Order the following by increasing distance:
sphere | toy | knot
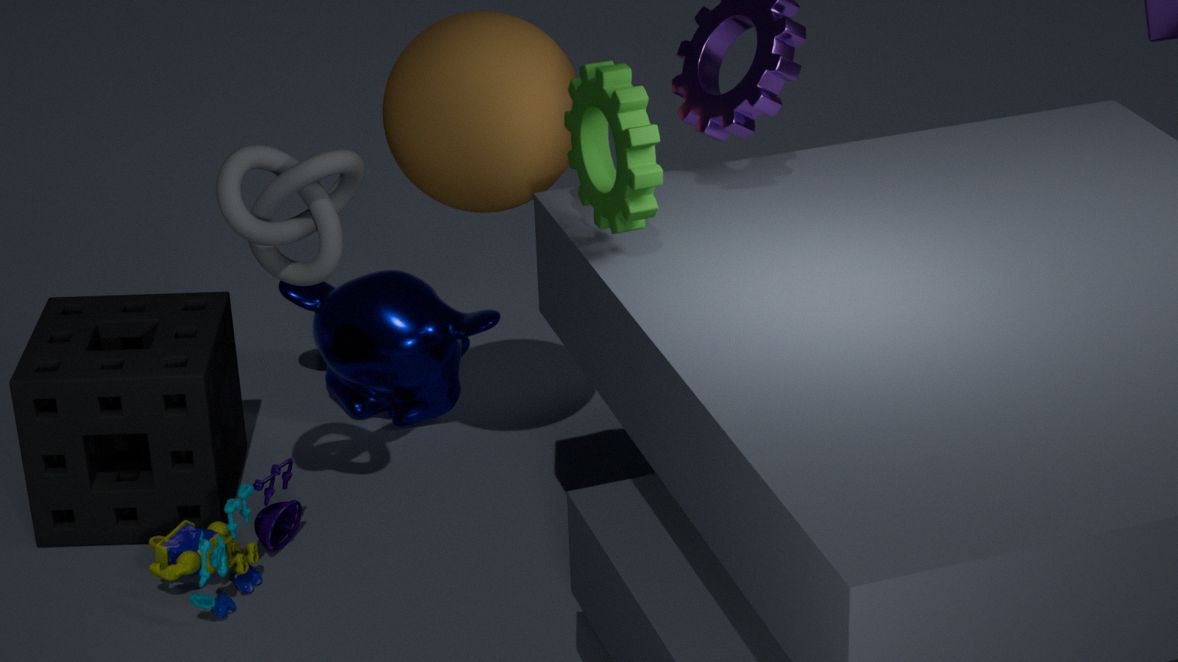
knot < sphere < toy
